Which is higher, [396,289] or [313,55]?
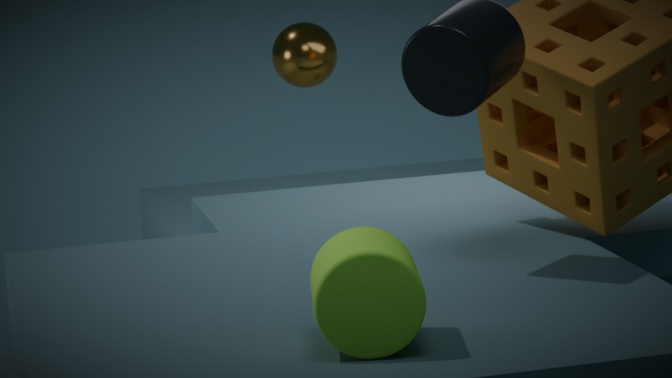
[313,55]
